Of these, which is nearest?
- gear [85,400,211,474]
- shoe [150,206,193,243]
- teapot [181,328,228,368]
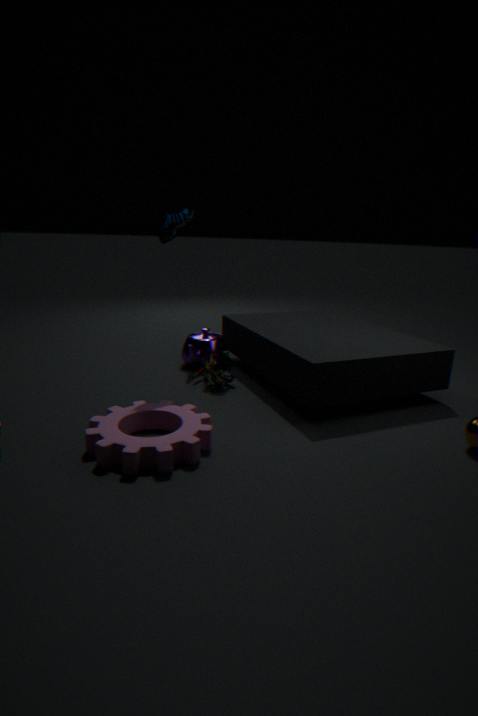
gear [85,400,211,474]
